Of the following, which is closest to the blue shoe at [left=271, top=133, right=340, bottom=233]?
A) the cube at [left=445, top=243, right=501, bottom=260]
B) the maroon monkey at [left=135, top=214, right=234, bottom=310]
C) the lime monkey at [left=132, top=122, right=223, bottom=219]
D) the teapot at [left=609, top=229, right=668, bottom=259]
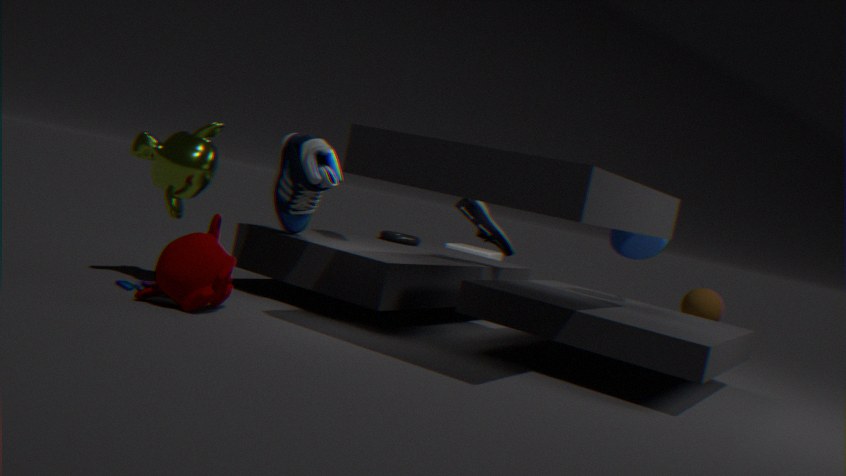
the lime monkey at [left=132, top=122, right=223, bottom=219]
